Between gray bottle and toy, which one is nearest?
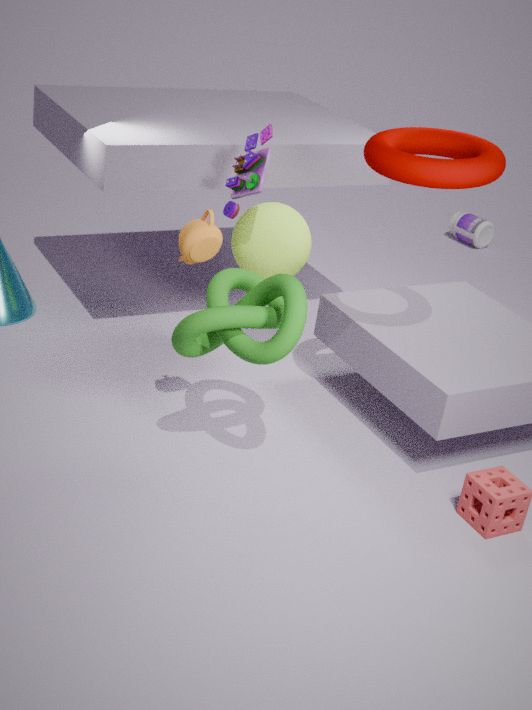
toy
